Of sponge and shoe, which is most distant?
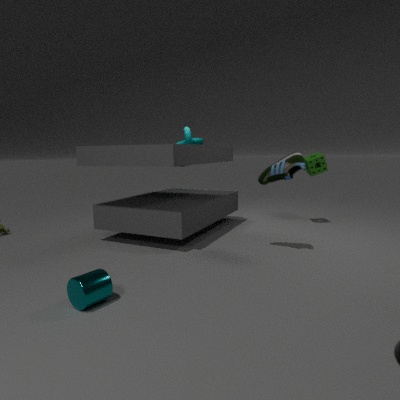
sponge
